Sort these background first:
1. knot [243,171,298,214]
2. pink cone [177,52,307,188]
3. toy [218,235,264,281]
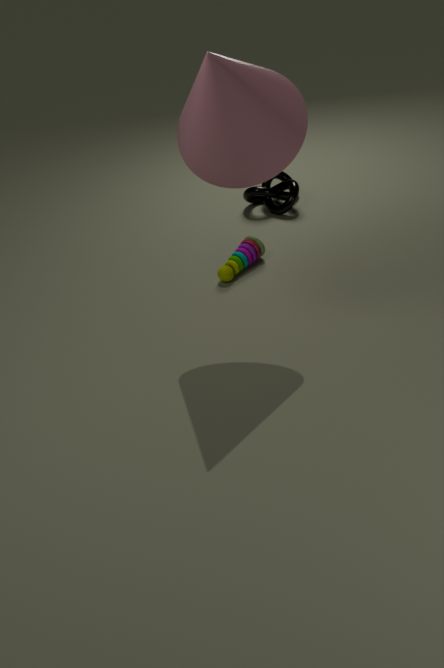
1. knot [243,171,298,214]
2. toy [218,235,264,281]
3. pink cone [177,52,307,188]
